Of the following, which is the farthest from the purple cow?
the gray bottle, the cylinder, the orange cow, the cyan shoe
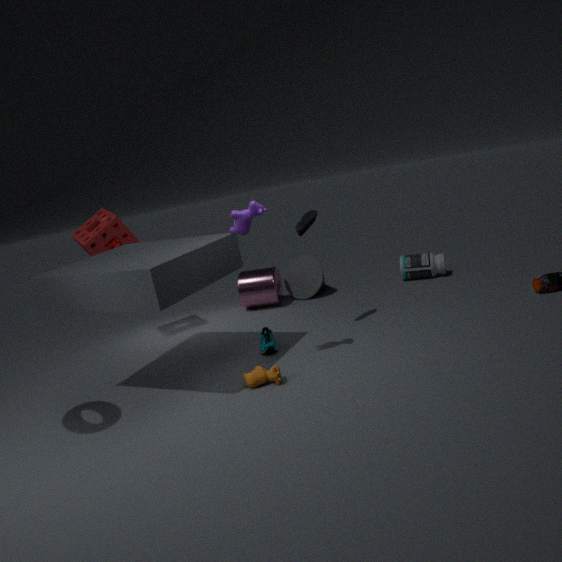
the gray bottle
